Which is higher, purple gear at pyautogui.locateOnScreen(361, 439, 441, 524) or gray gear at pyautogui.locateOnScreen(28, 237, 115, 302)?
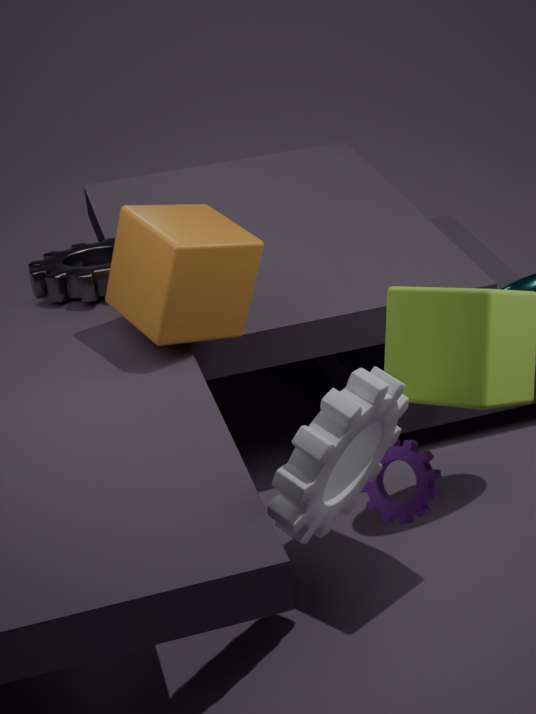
gray gear at pyautogui.locateOnScreen(28, 237, 115, 302)
